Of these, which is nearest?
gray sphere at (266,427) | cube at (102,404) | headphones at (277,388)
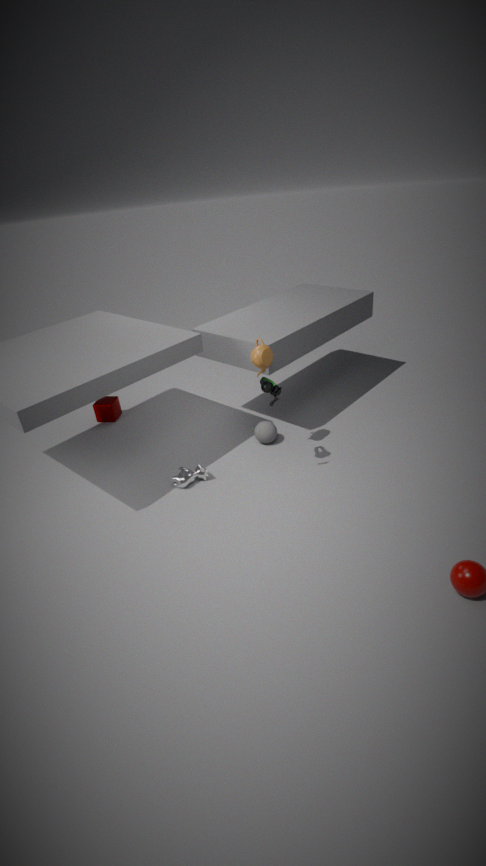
headphones at (277,388)
